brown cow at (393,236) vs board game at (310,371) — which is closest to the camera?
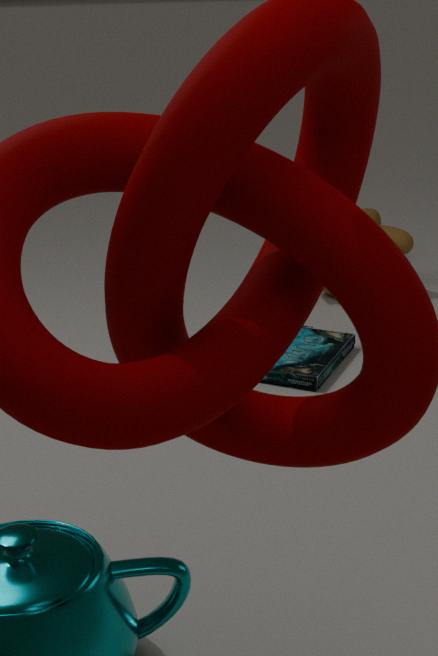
board game at (310,371)
